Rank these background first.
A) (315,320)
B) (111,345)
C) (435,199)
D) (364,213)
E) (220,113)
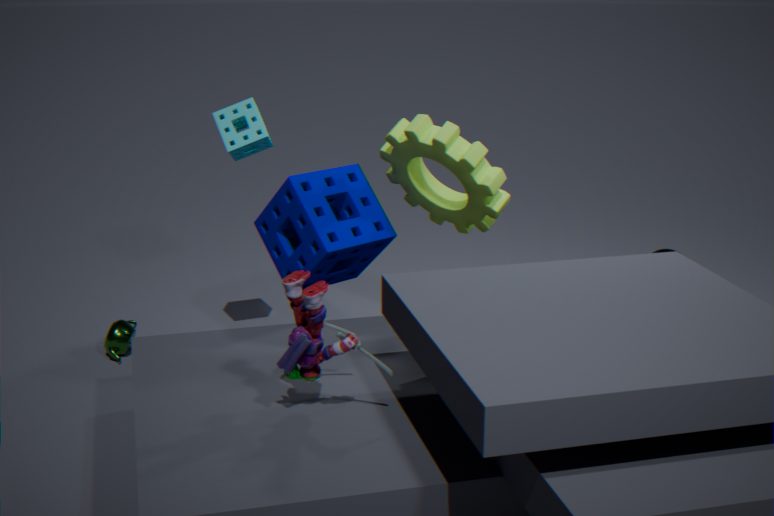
(111,345) → (220,113) → (364,213) → (435,199) → (315,320)
